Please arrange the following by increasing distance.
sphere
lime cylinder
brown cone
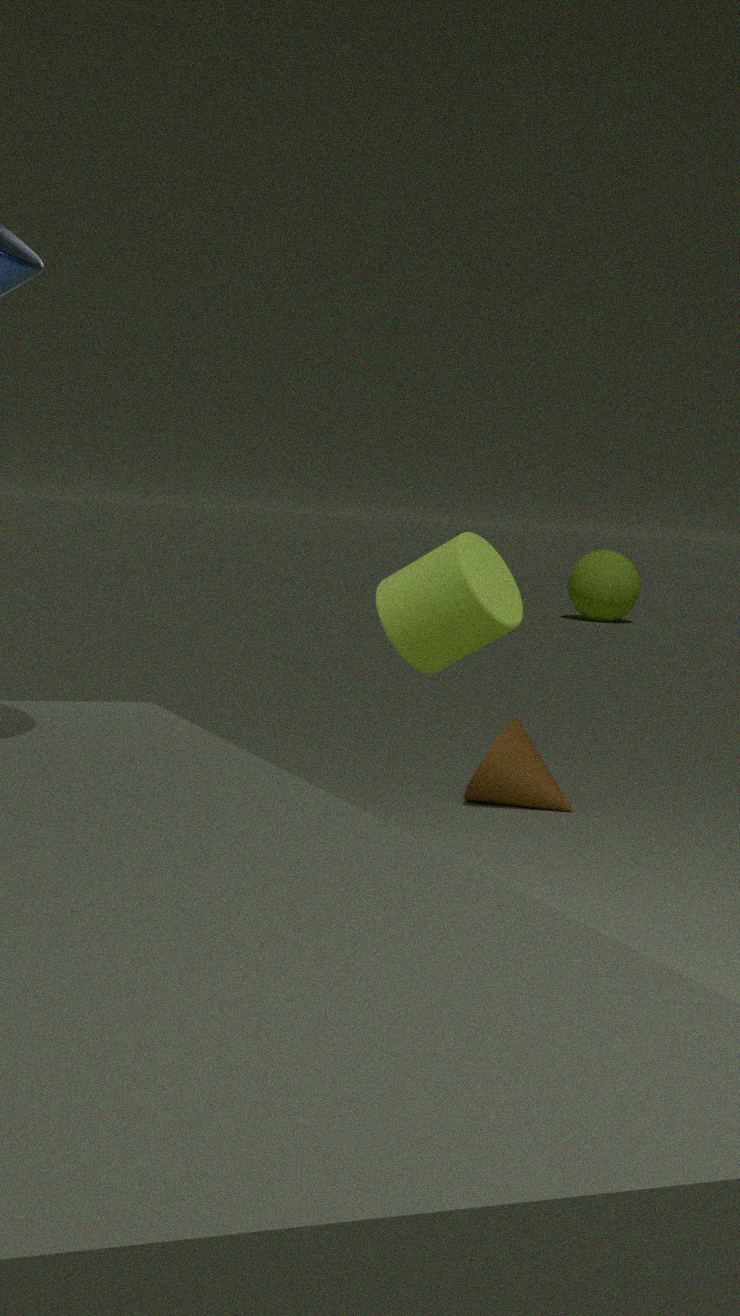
lime cylinder < brown cone < sphere
